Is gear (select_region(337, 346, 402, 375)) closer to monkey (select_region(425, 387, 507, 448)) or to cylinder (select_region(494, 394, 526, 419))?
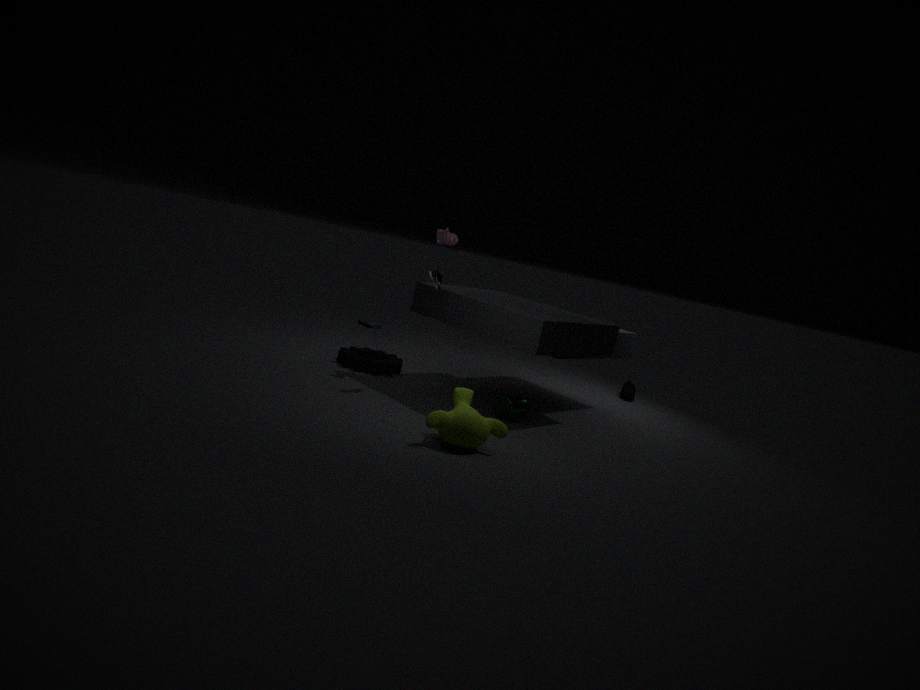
cylinder (select_region(494, 394, 526, 419))
